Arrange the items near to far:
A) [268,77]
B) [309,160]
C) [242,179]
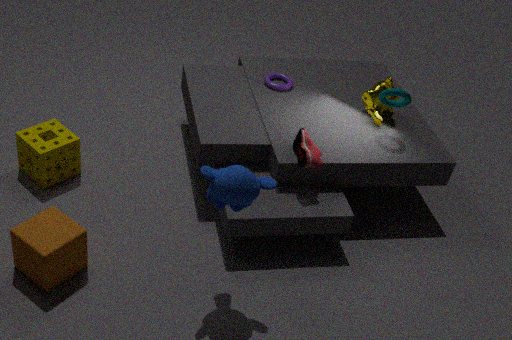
[242,179] → [309,160] → [268,77]
